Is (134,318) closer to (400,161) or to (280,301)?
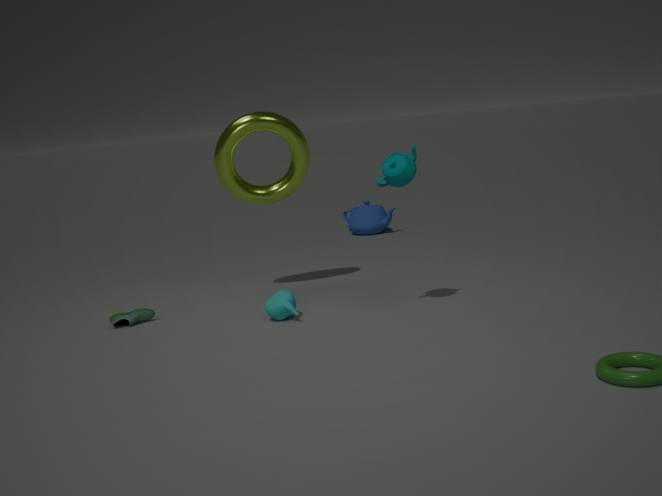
(280,301)
